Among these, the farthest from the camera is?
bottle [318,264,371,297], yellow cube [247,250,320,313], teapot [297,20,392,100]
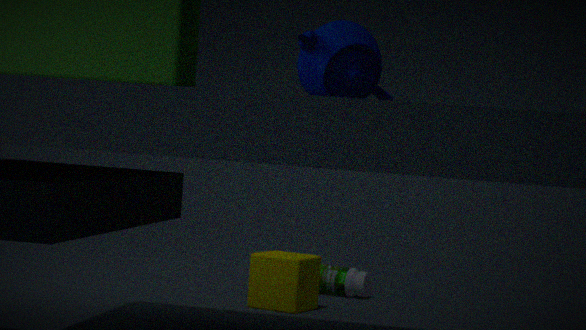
bottle [318,264,371,297]
